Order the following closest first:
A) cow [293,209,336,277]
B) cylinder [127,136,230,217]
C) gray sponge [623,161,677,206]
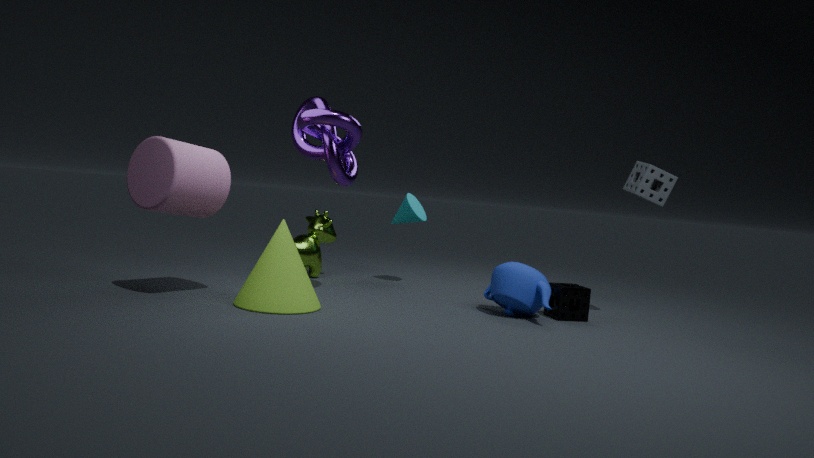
cylinder [127,136,230,217]
gray sponge [623,161,677,206]
cow [293,209,336,277]
